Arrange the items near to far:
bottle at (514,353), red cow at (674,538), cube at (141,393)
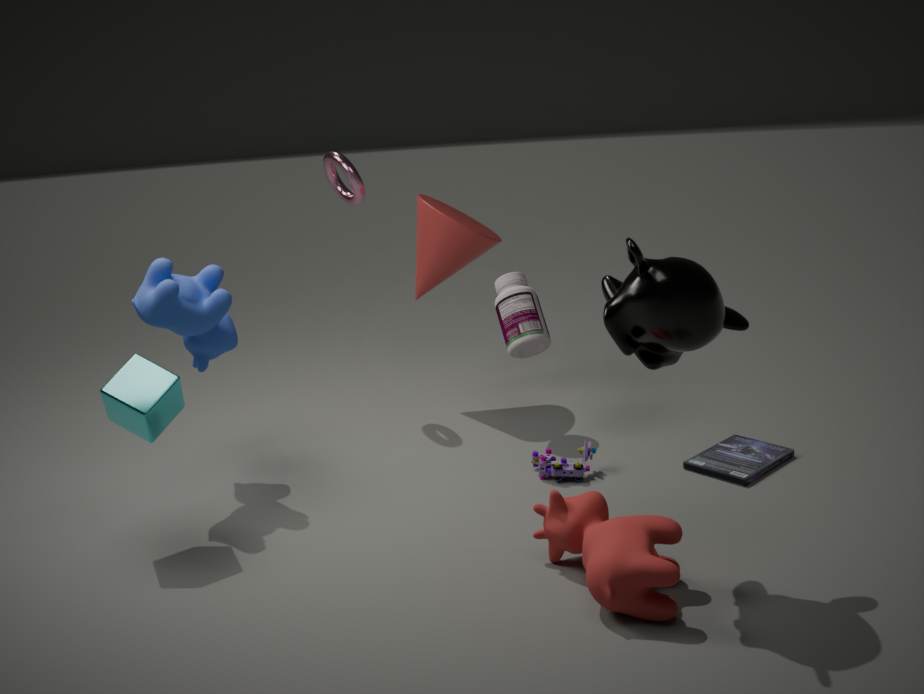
red cow at (674,538), cube at (141,393), bottle at (514,353)
